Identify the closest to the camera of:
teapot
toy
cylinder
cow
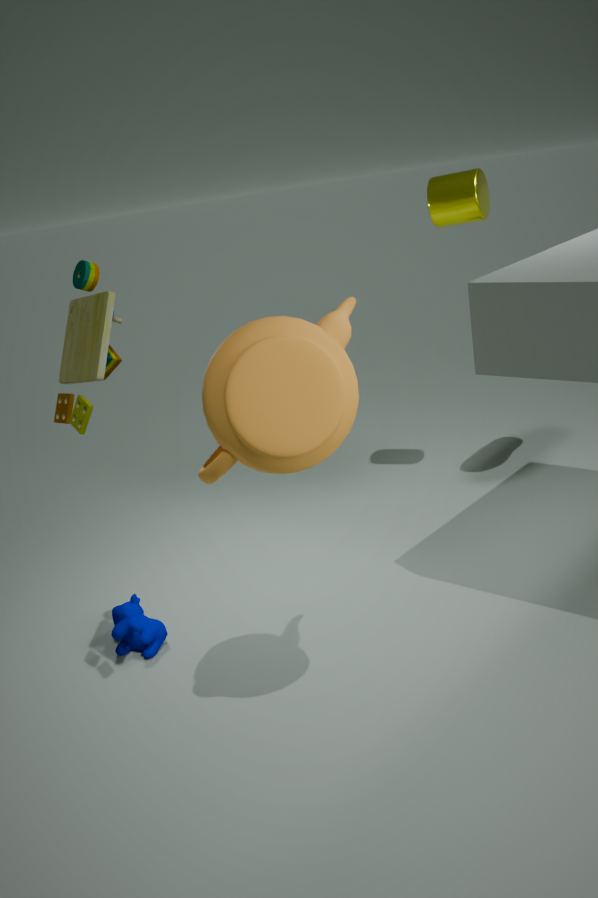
teapot
